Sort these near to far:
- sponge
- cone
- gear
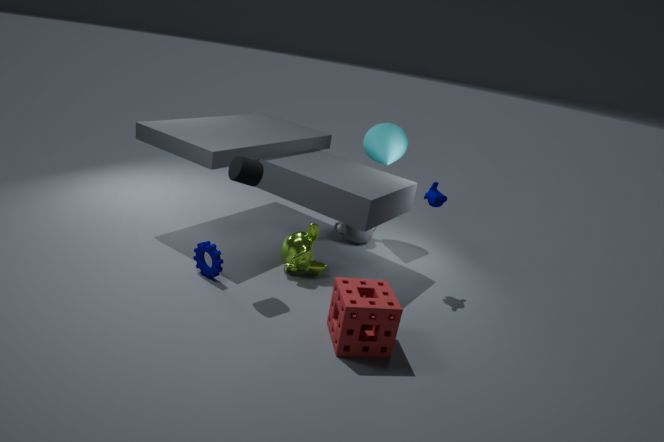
sponge, gear, cone
